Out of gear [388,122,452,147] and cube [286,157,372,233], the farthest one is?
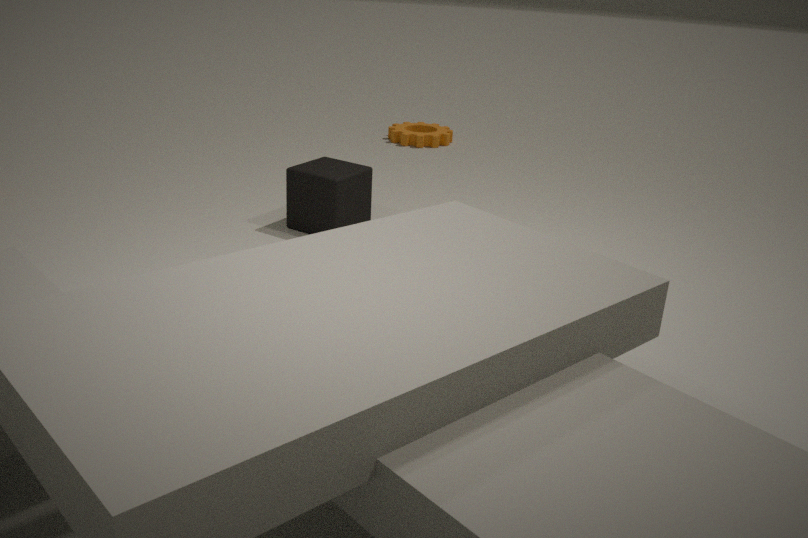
gear [388,122,452,147]
